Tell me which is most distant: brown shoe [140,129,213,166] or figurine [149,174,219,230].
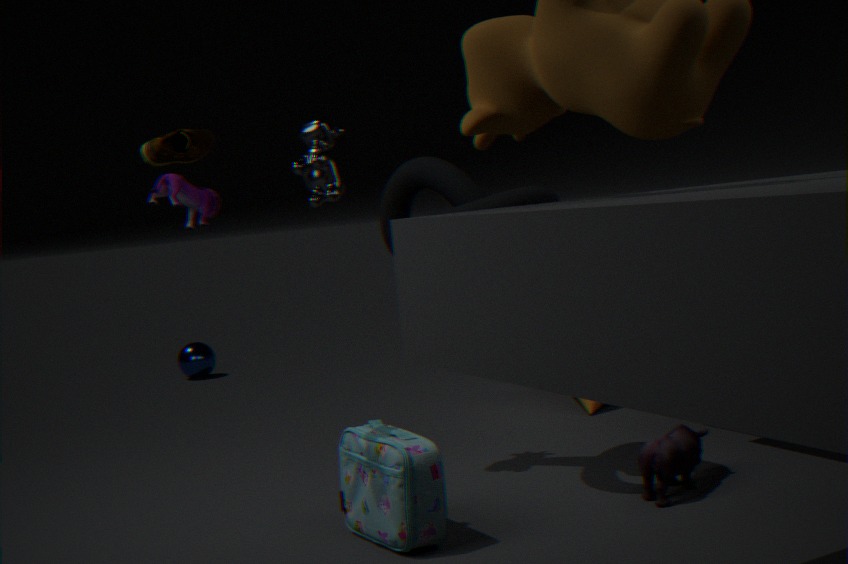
figurine [149,174,219,230]
